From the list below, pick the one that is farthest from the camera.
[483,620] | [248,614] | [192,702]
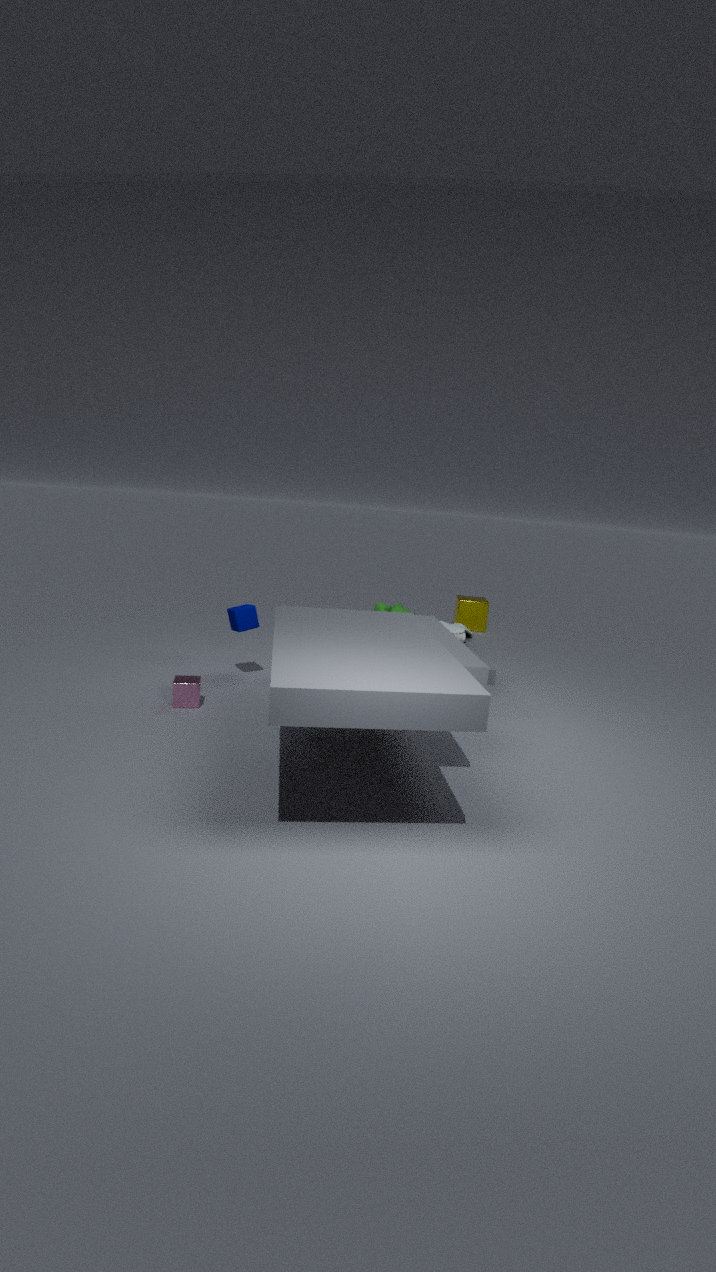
→ [483,620]
